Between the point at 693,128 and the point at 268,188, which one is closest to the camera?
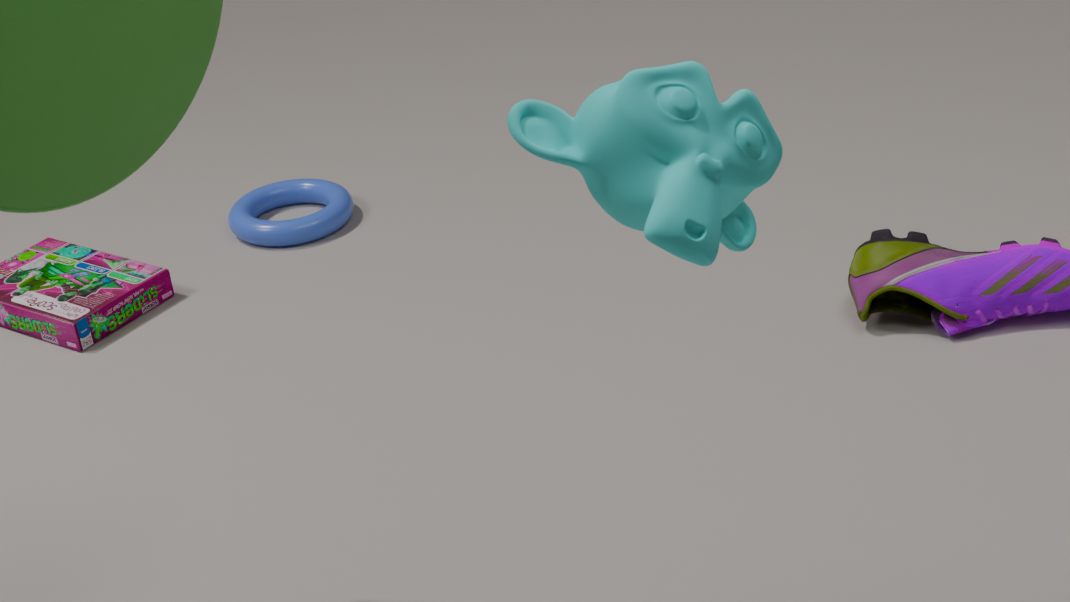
the point at 693,128
